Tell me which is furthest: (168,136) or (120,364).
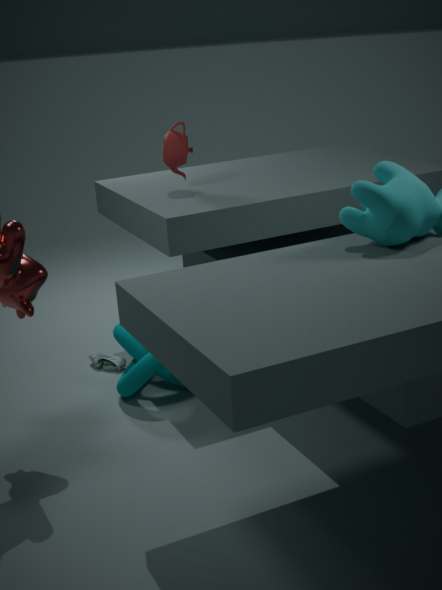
(120,364)
